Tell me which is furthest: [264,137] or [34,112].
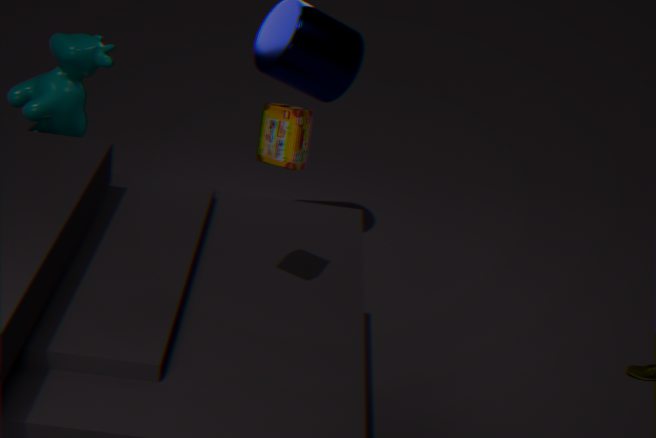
[34,112]
